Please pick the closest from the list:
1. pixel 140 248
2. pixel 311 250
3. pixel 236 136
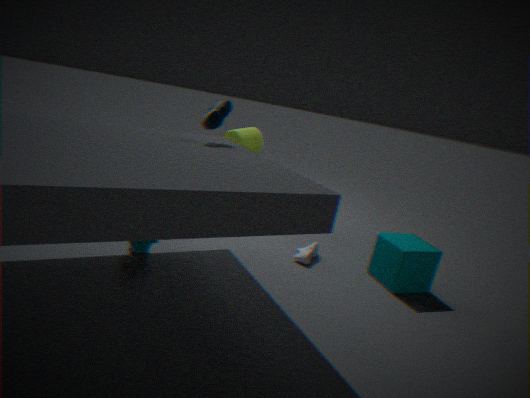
pixel 140 248
